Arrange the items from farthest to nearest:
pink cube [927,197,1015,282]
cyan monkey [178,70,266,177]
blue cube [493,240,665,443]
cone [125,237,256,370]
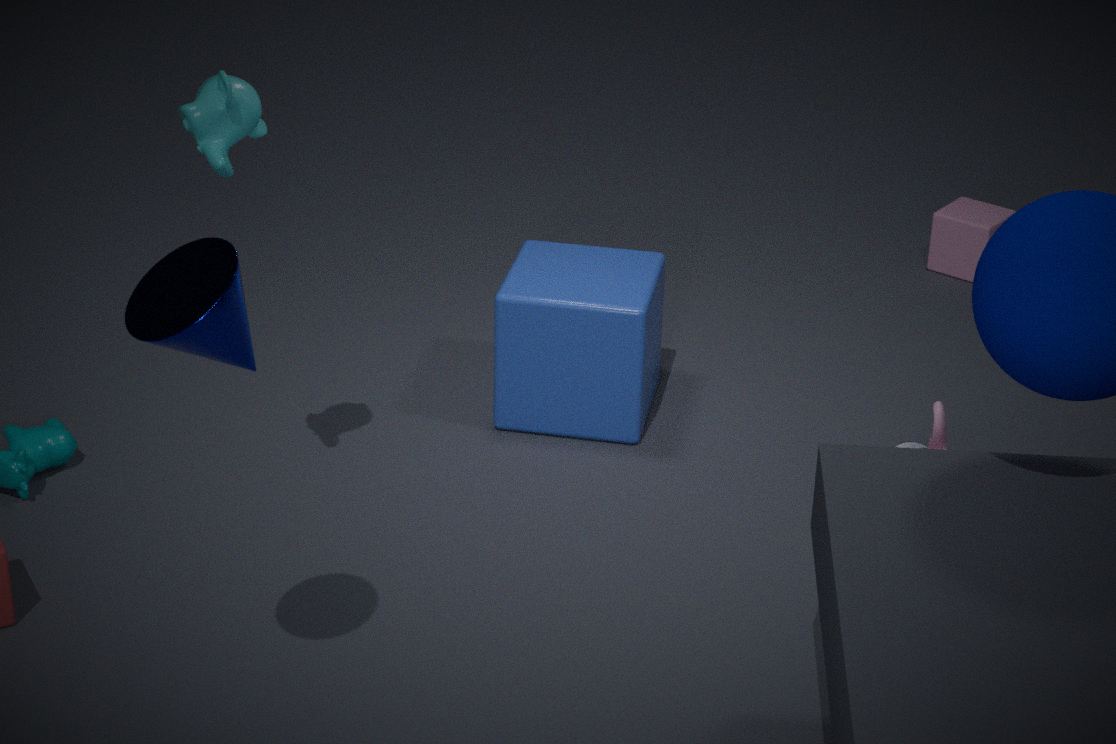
pink cube [927,197,1015,282], blue cube [493,240,665,443], cyan monkey [178,70,266,177], cone [125,237,256,370]
